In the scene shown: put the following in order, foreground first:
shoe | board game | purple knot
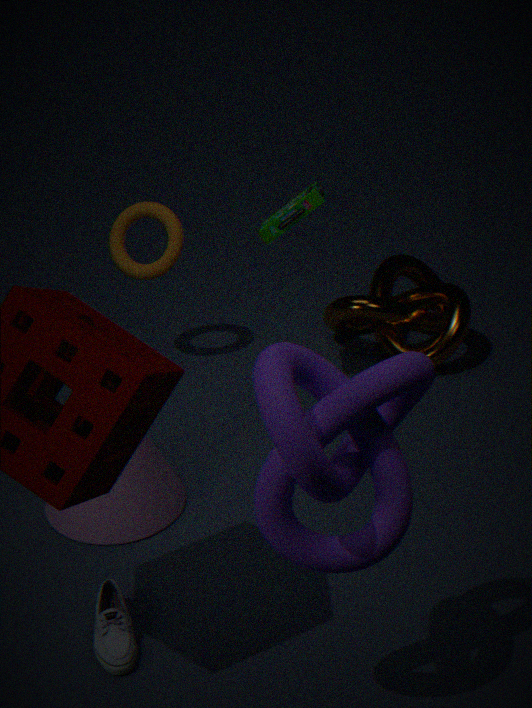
purple knot
shoe
board game
